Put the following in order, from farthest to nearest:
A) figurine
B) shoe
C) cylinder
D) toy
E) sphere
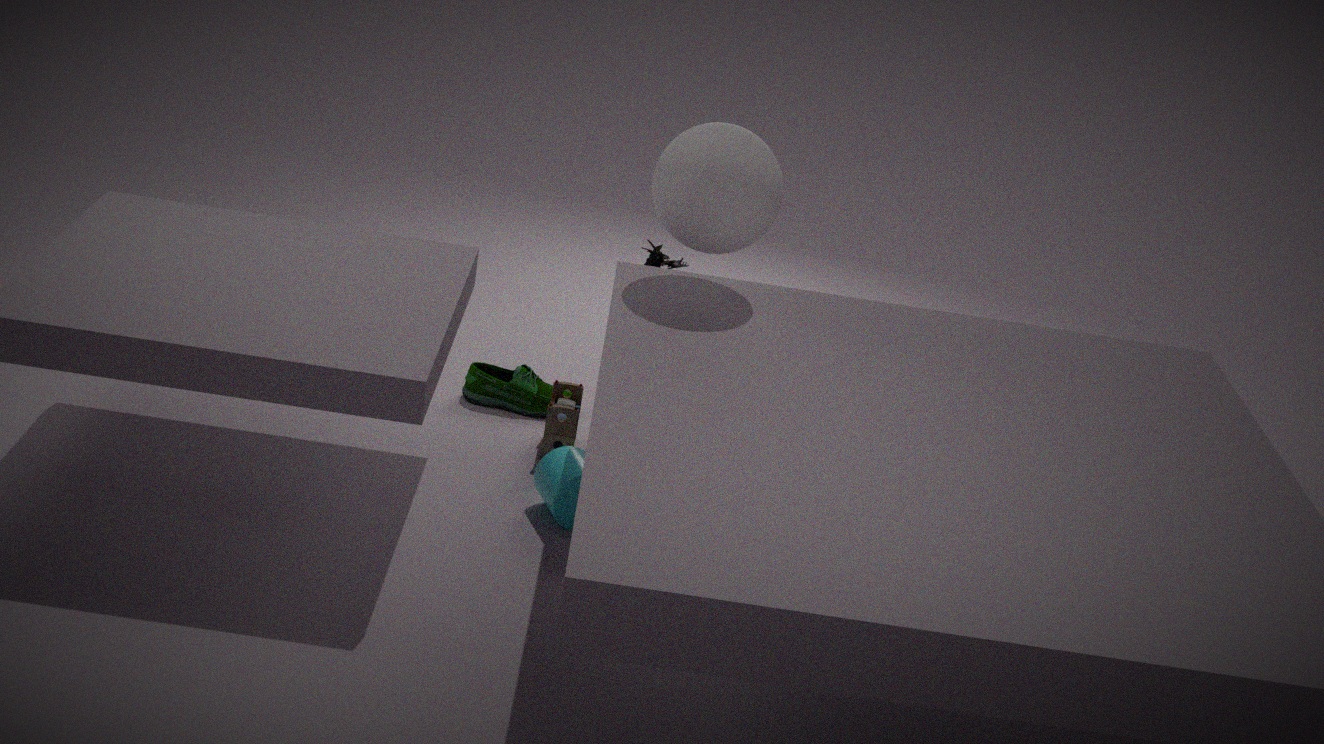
shoe < figurine < toy < cylinder < sphere
